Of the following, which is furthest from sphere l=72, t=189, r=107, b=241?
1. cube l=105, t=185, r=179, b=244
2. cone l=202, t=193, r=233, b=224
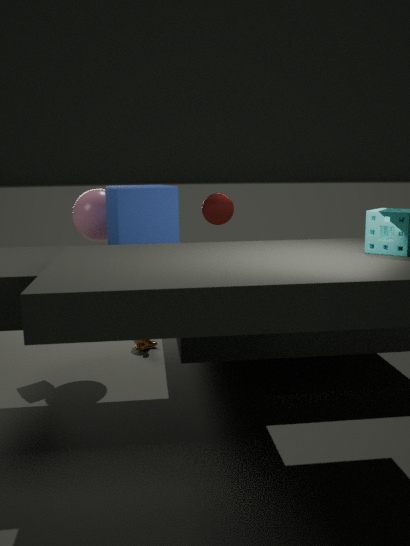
cone l=202, t=193, r=233, b=224
